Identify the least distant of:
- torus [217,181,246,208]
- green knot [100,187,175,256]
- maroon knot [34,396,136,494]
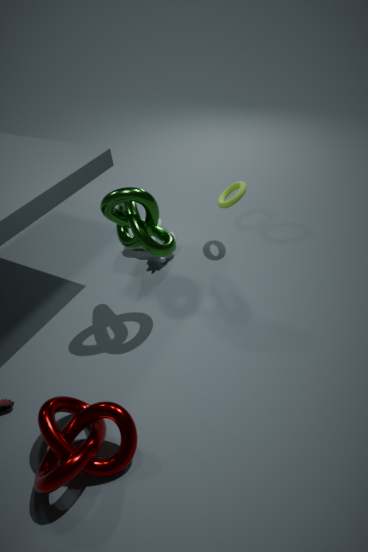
maroon knot [34,396,136,494]
